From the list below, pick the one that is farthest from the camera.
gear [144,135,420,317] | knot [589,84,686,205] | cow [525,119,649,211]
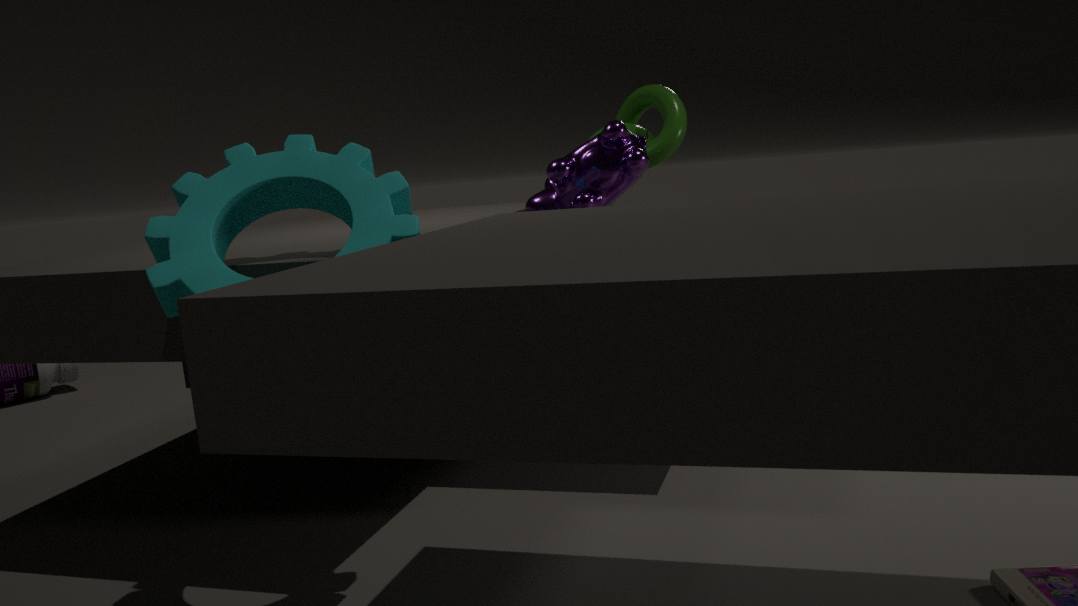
knot [589,84,686,205]
